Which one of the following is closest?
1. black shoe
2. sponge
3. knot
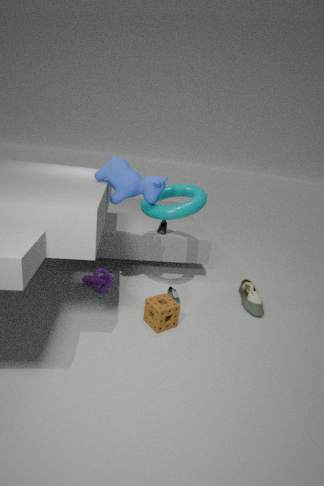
sponge
